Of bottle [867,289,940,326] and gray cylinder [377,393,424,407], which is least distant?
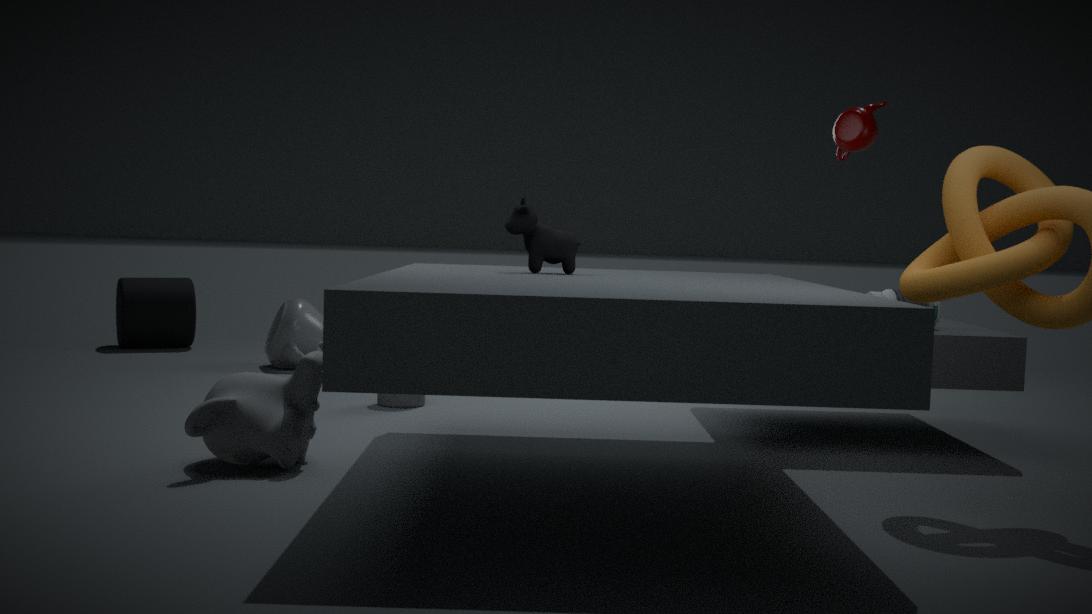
bottle [867,289,940,326]
